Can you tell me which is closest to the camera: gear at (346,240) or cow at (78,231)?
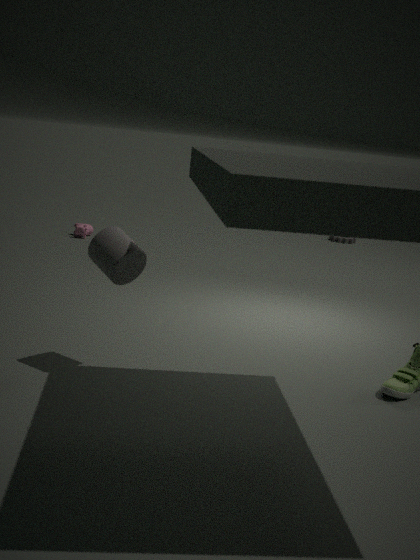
cow at (78,231)
